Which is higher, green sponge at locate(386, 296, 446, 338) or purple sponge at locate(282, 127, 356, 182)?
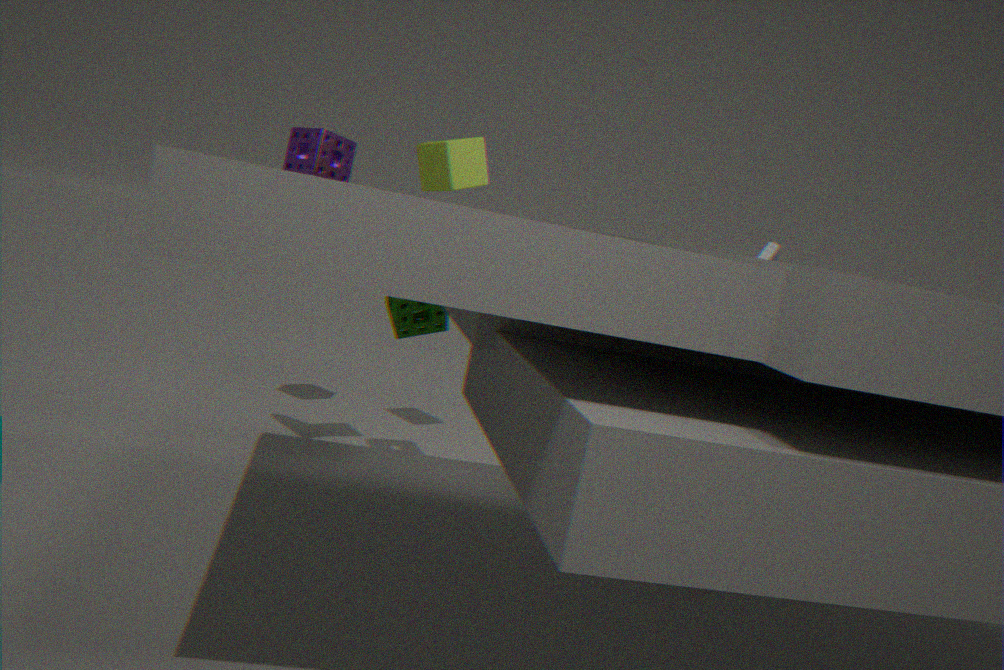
purple sponge at locate(282, 127, 356, 182)
